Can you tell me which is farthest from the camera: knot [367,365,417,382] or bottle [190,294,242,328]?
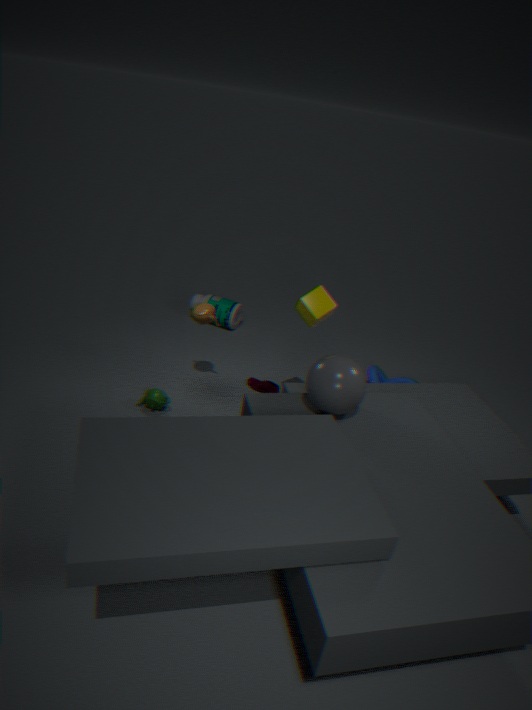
bottle [190,294,242,328]
